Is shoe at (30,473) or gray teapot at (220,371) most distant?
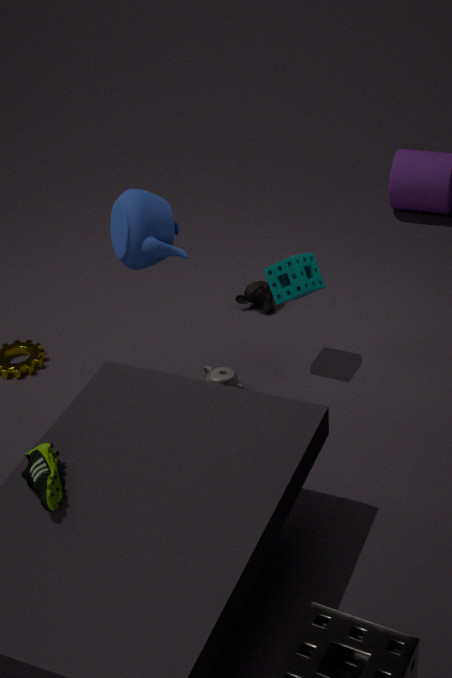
gray teapot at (220,371)
